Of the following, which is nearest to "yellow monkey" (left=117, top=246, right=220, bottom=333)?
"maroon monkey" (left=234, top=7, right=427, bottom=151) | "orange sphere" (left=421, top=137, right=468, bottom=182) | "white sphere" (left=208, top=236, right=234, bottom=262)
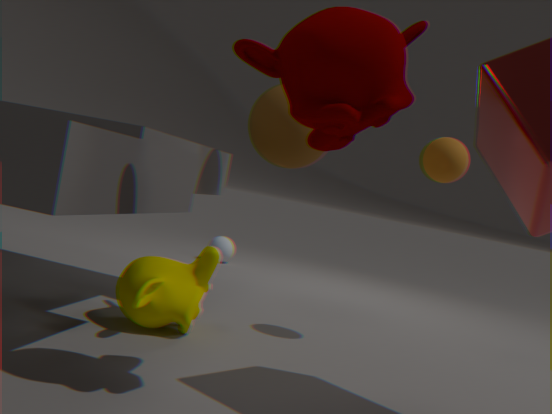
"maroon monkey" (left=234, top=7, right=427, bottom=151)
